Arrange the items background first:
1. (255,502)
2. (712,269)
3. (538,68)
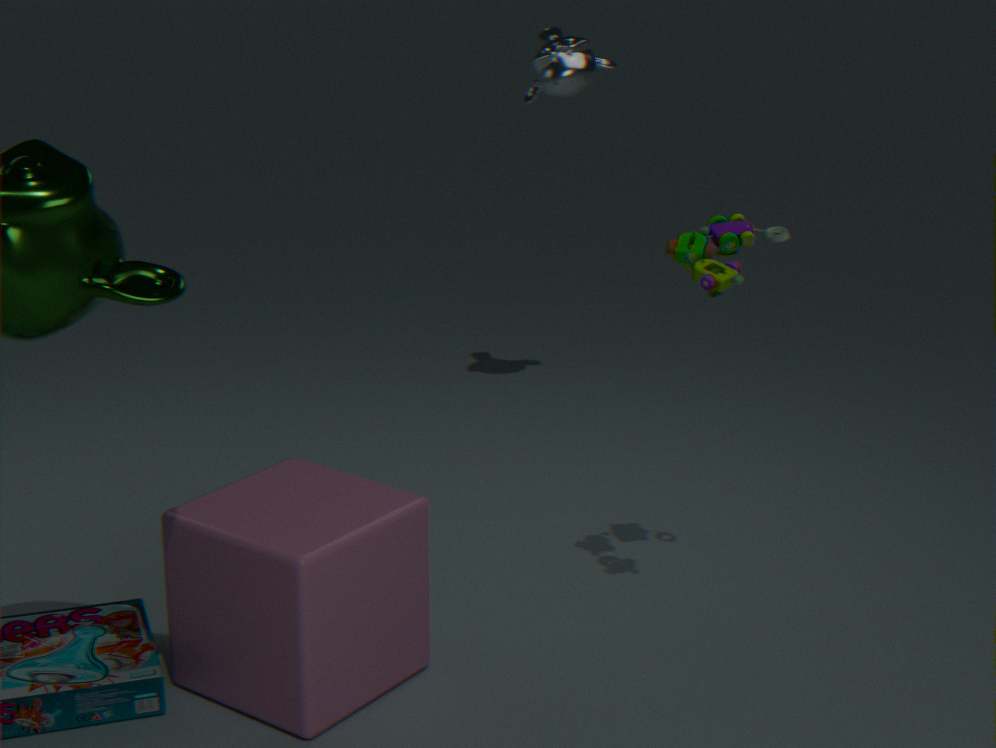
(538,68)
(255,502)
(712,269)
